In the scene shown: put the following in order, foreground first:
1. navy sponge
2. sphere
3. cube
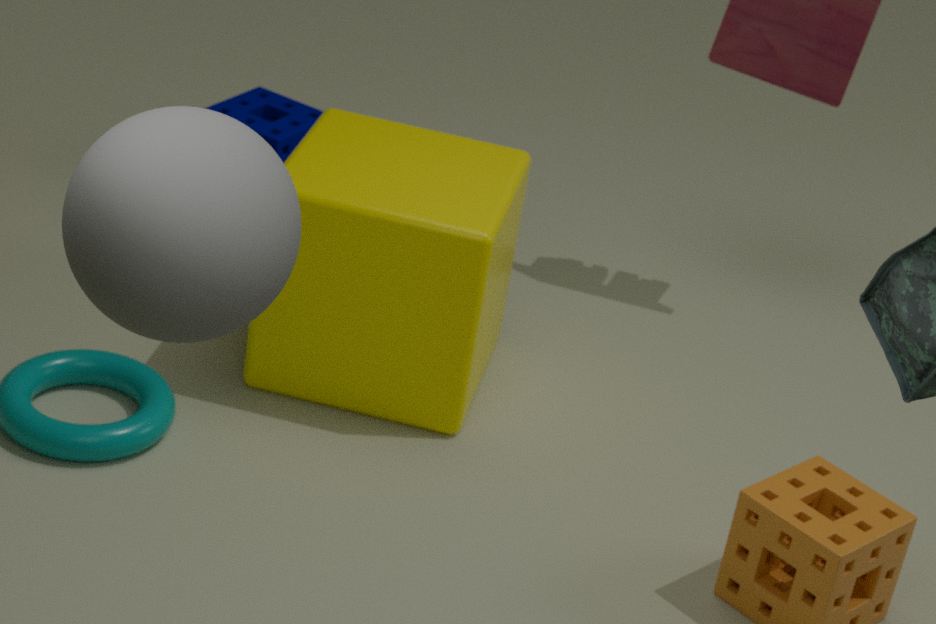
1. sphere
2. cube
3. navy sponge
